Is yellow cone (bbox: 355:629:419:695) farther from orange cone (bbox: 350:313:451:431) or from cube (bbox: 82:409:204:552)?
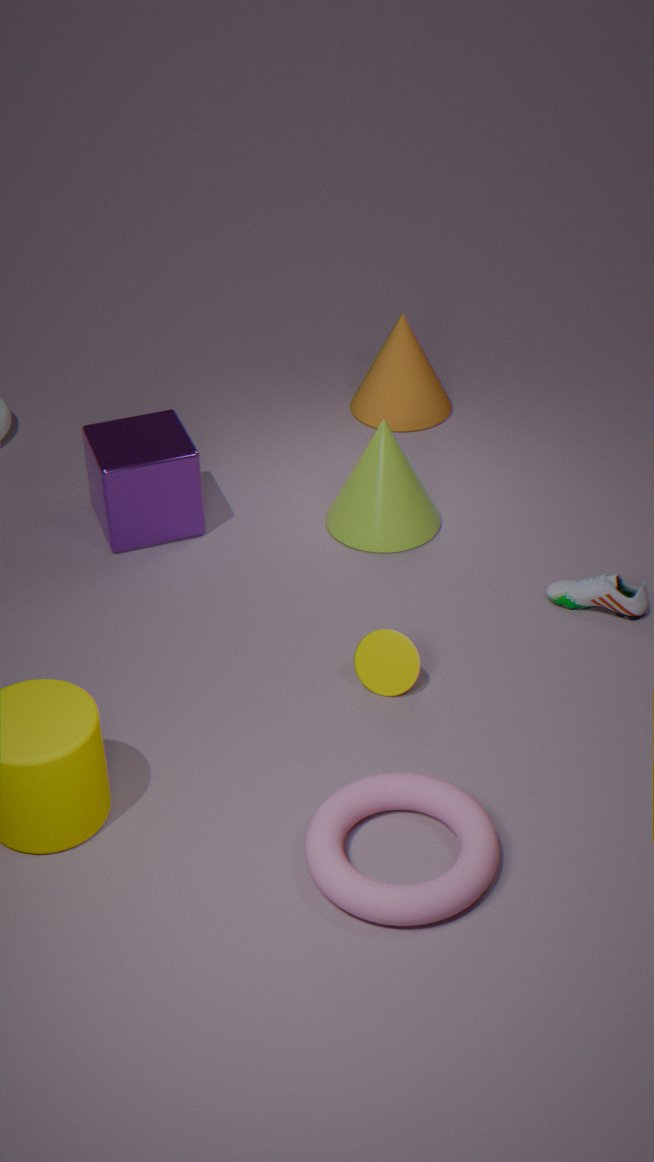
orange cone (bbox: 350:313:451:431)
